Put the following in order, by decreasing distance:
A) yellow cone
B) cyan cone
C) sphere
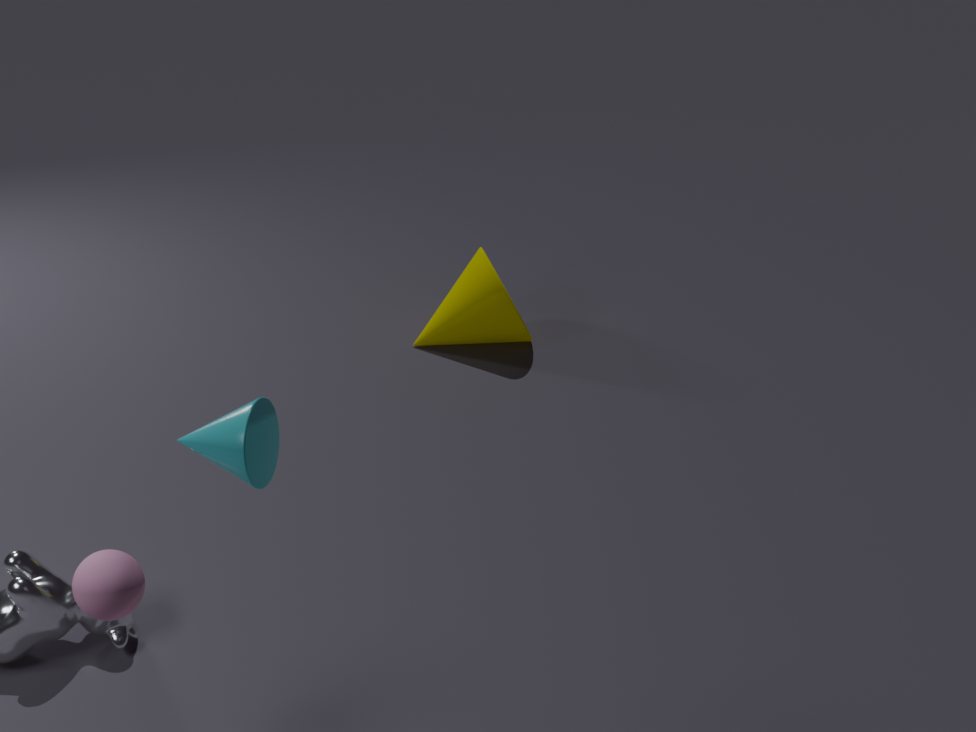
1. yellow cone
2. sphere
3. cyan cone
